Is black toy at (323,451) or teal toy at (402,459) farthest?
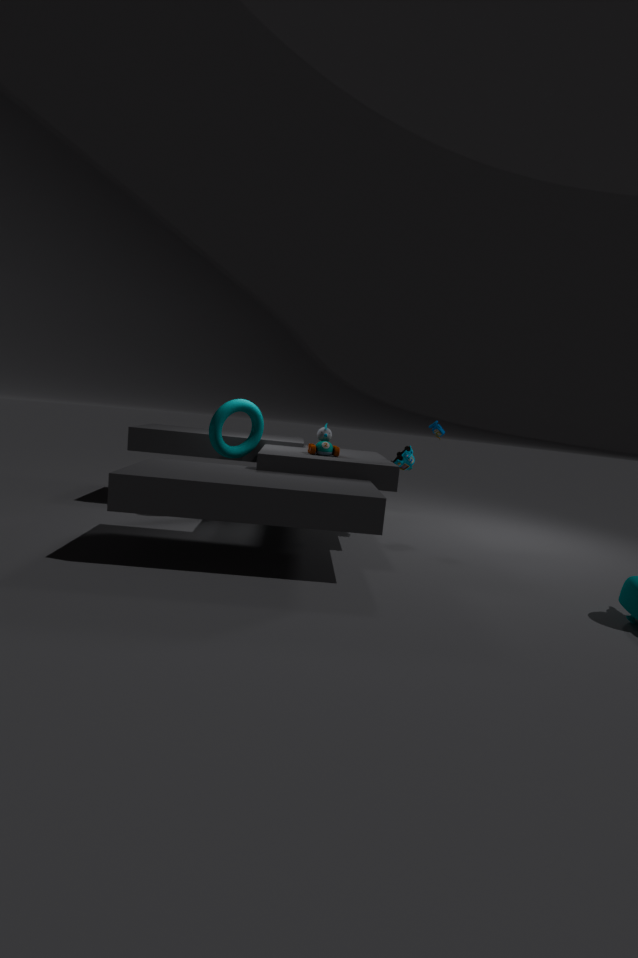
teal toy at (402,459)
